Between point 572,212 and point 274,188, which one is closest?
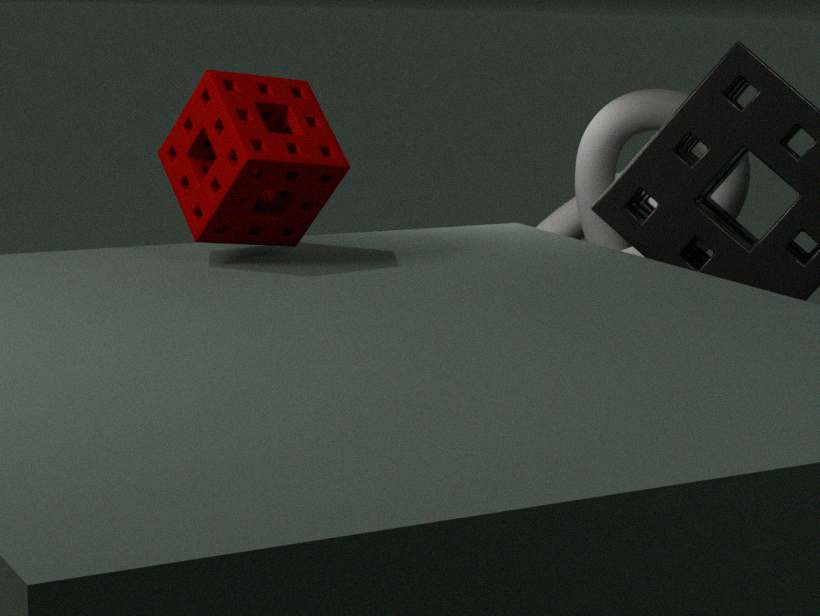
point 274,188
